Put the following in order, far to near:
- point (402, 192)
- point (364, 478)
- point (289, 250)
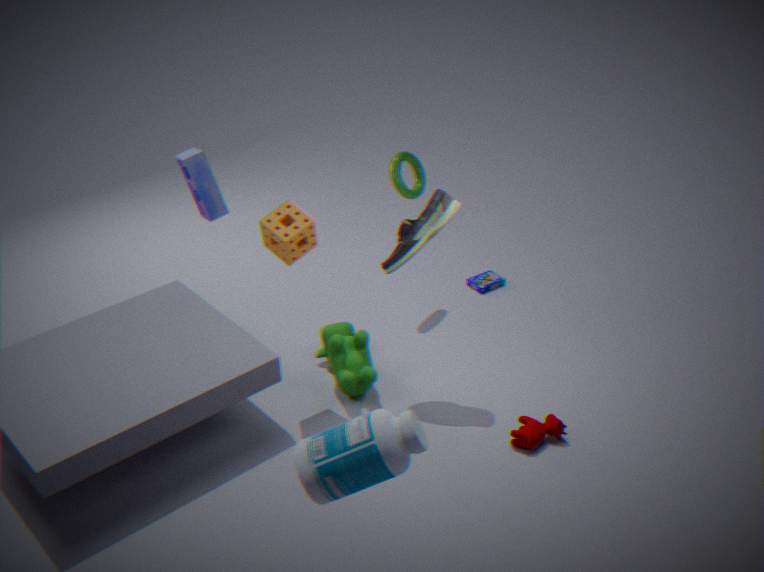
1. point (402, 192)
2. point (289, 250)
3. point (364, 478)
